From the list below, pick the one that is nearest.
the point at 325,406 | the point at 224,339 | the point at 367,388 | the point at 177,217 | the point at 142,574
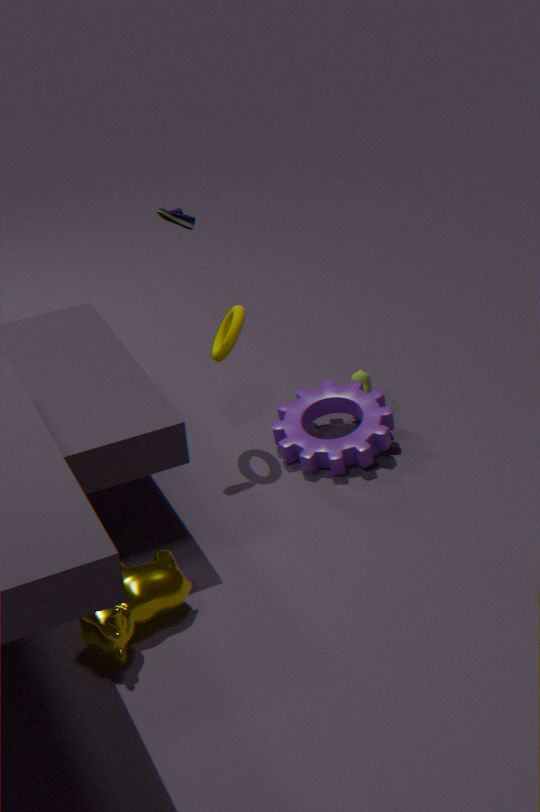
the point at 142,574
